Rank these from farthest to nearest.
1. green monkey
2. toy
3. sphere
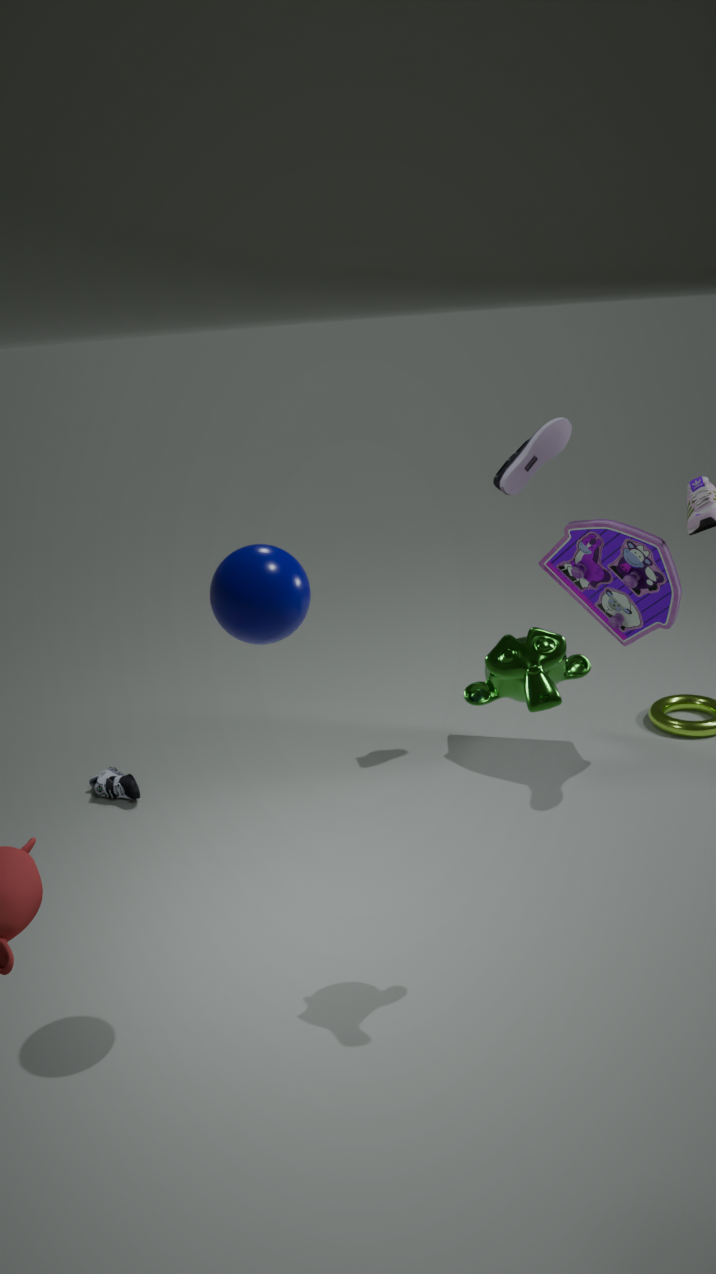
toy < green monkey < sphere
